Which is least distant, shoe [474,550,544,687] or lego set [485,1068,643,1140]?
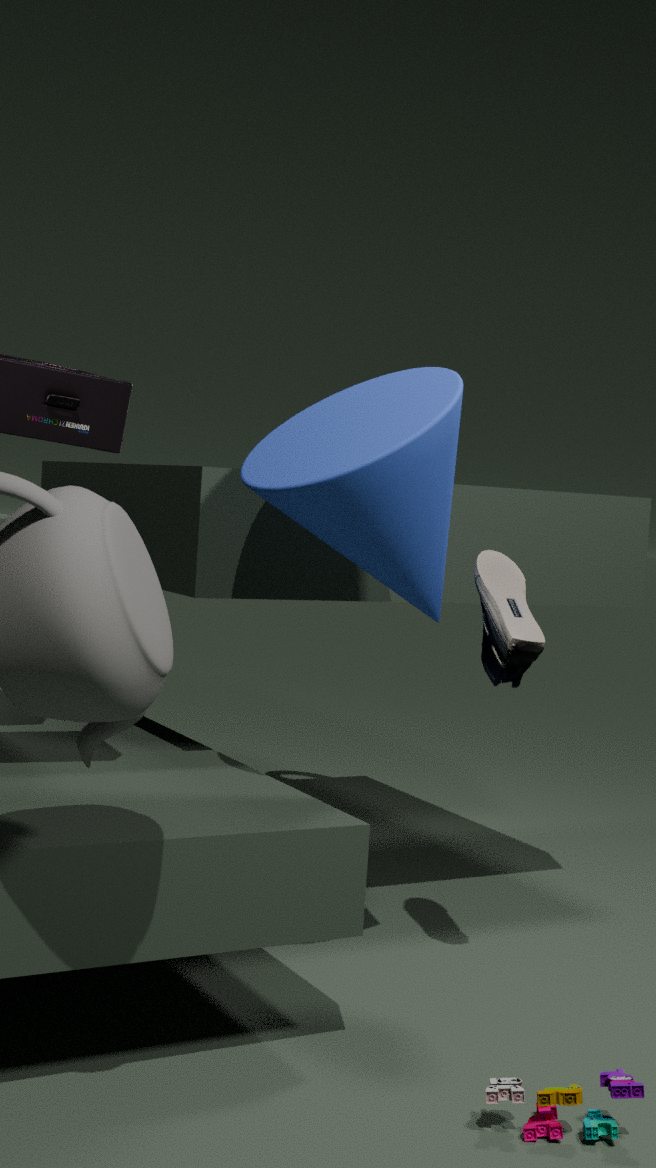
lego set [485,1068,643,1140]
